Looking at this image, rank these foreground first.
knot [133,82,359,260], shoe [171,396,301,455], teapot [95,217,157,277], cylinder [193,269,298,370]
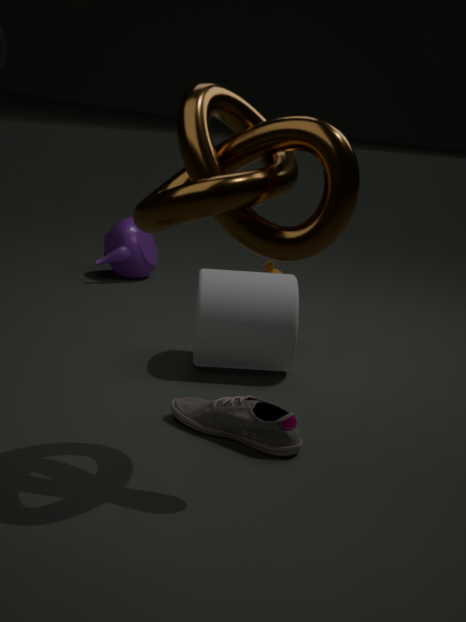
knot [133,82,359,260] → shoe [171,396,301,455] → cylinder [193,269,298,370] → teapot [95,217,157,277]
